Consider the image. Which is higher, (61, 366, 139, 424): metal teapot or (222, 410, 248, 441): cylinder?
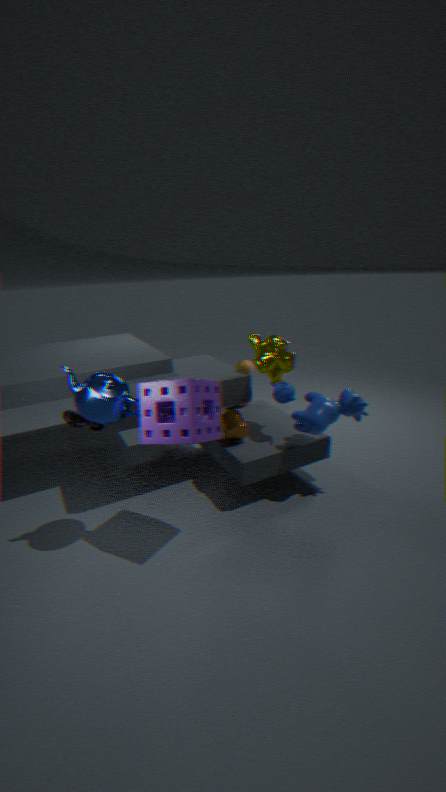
(61, 366, 139, 424): metal teapot
